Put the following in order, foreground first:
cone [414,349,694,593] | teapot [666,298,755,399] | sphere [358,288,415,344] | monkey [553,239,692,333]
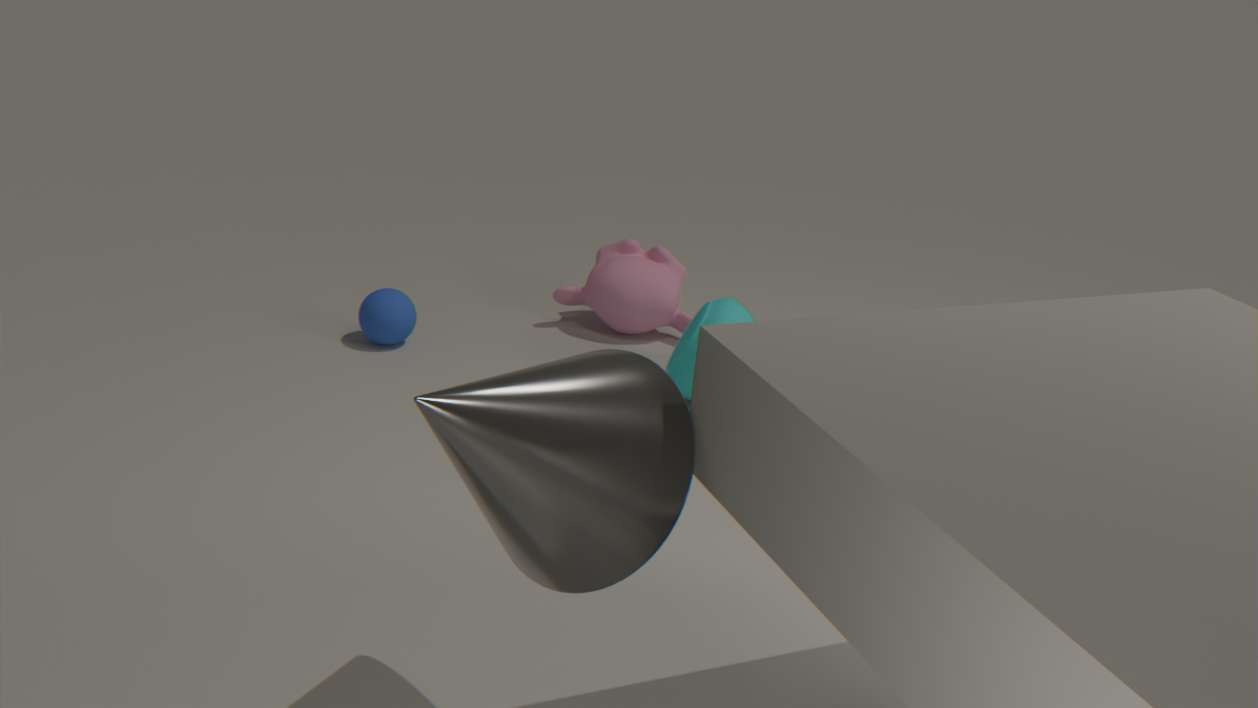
1. cone [414,349,694,593]
2. teapot [666,298,755,399]
3. sphere [358,288,415,344]
4. monkey [553,239,692,333]
